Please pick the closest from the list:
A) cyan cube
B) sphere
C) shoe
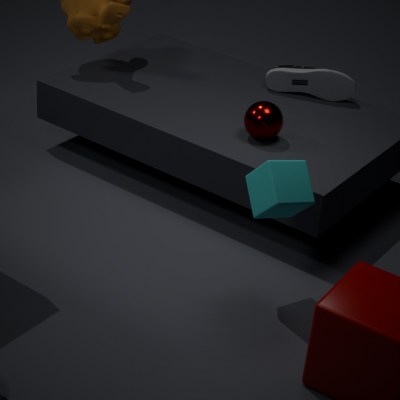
cyan cube
